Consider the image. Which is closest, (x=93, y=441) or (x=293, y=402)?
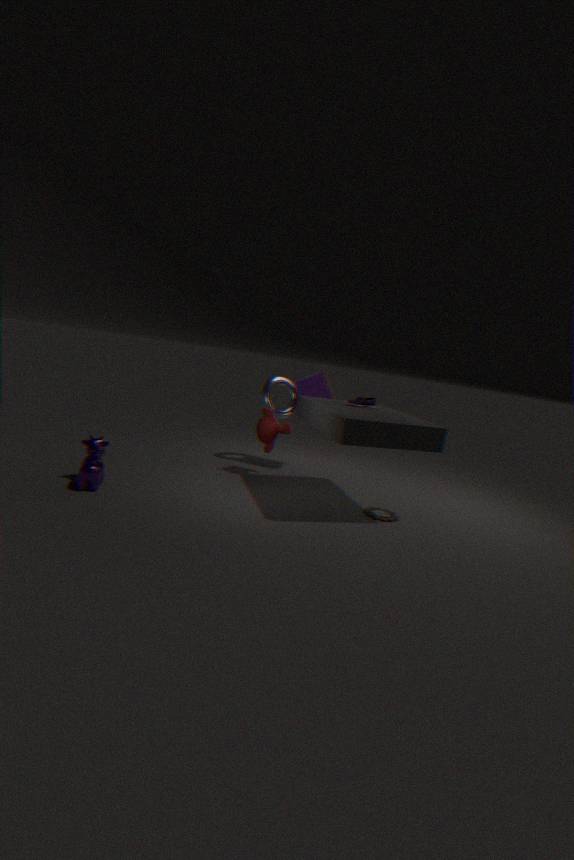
(x=93, y=441)
